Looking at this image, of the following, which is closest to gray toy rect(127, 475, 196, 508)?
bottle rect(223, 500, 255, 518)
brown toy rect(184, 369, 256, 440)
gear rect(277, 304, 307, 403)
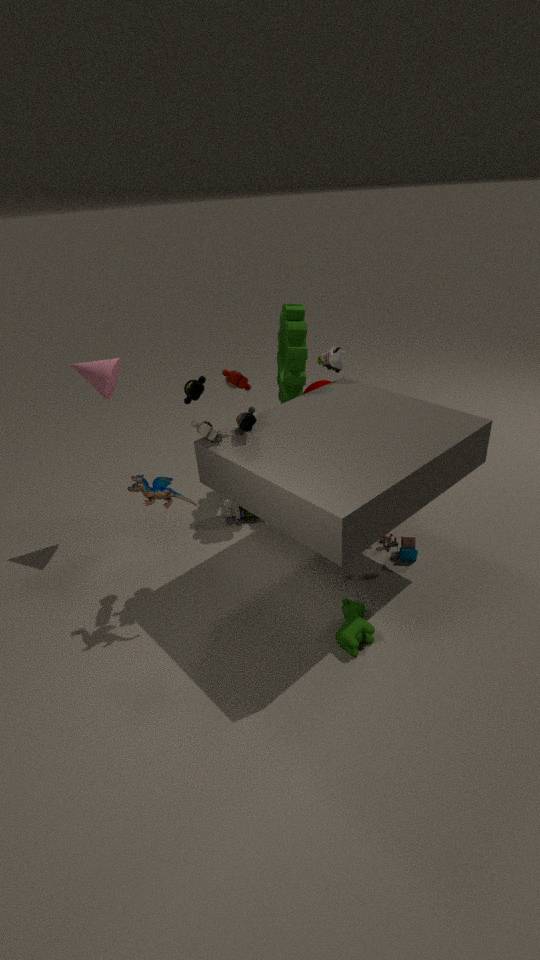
brown toy rect(184, 369, 256, 440)
